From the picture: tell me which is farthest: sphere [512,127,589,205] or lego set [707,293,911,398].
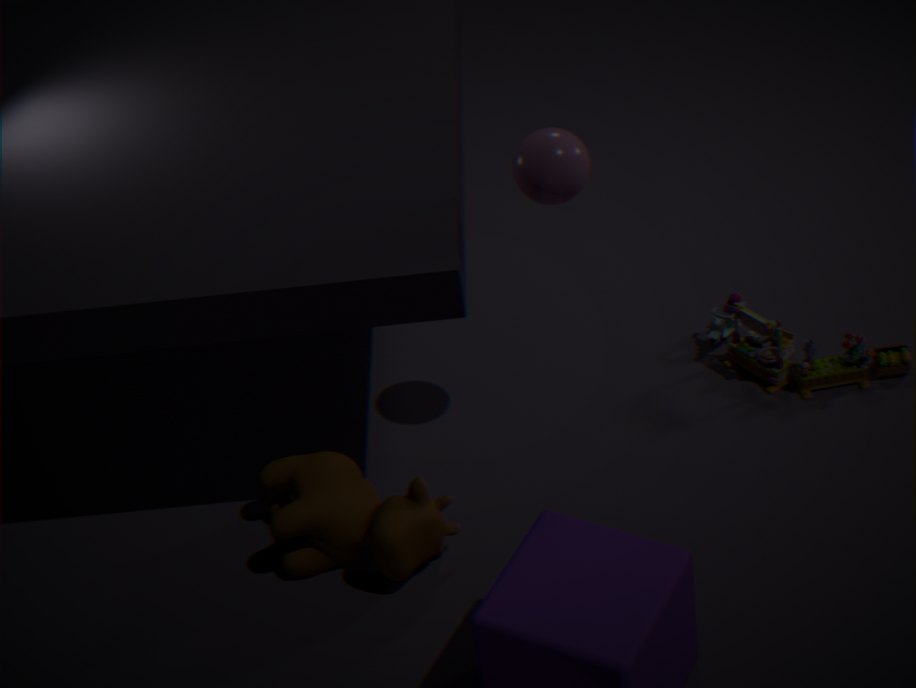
lego set [707,293,911,398]
